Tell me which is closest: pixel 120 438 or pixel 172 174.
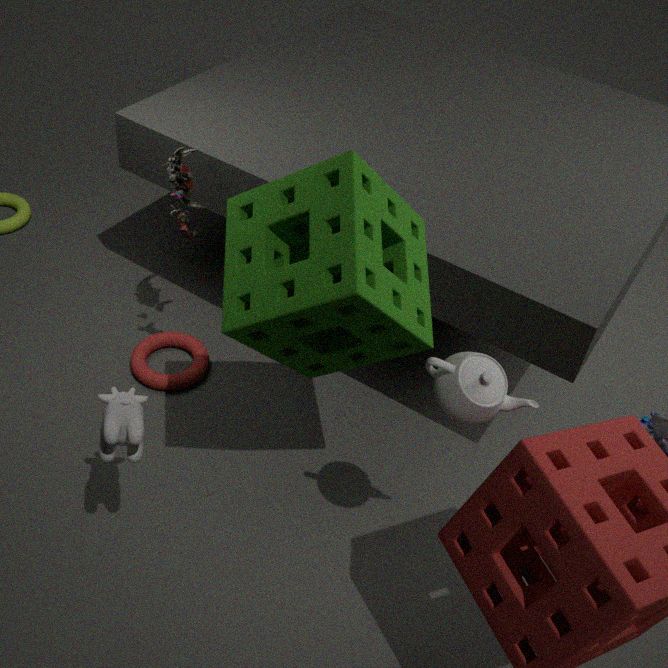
pixel 120 438
